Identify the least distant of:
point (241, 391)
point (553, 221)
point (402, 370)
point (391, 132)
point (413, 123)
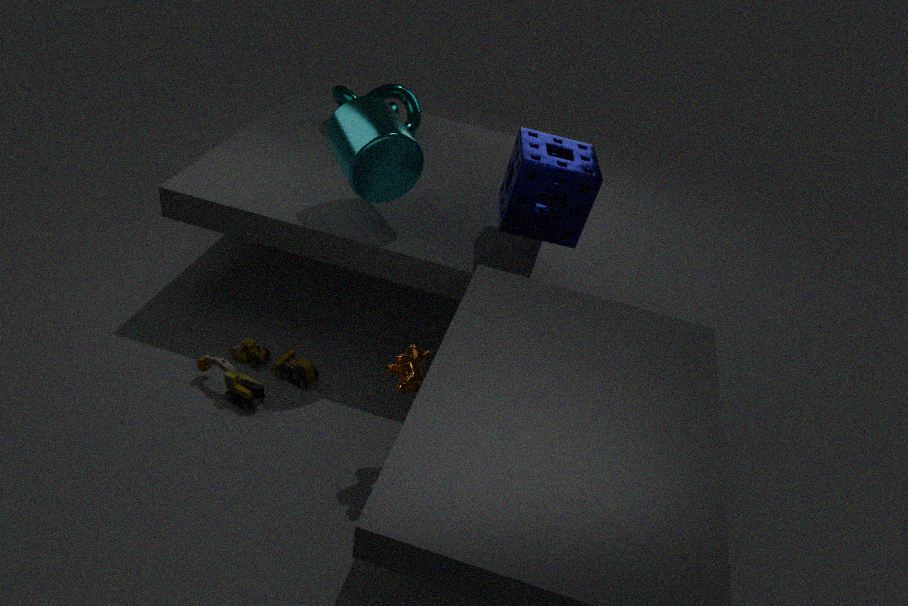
point (402, 370)
